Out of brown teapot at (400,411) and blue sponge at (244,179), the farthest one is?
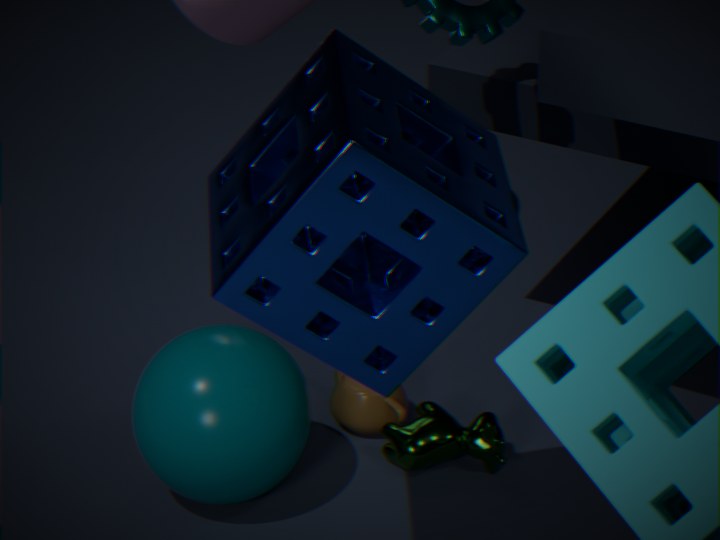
brown teapot at (400,411)
